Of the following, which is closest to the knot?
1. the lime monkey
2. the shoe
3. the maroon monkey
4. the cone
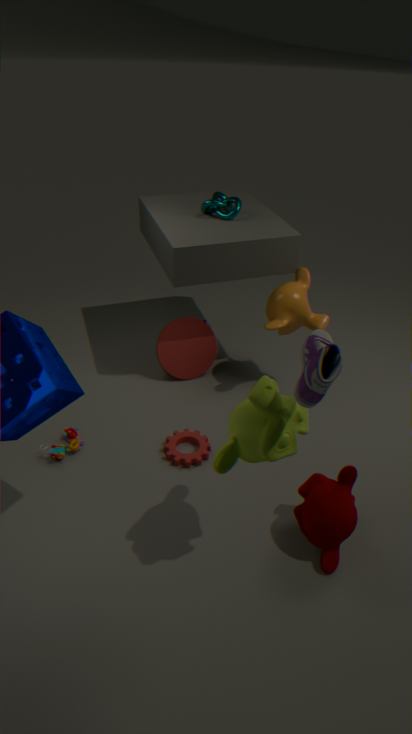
the cone
